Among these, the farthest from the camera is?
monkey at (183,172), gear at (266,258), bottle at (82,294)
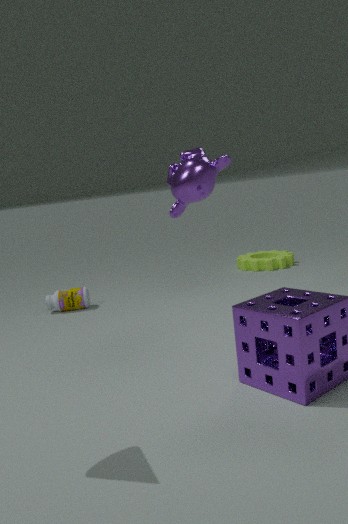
gear at (266,258)
